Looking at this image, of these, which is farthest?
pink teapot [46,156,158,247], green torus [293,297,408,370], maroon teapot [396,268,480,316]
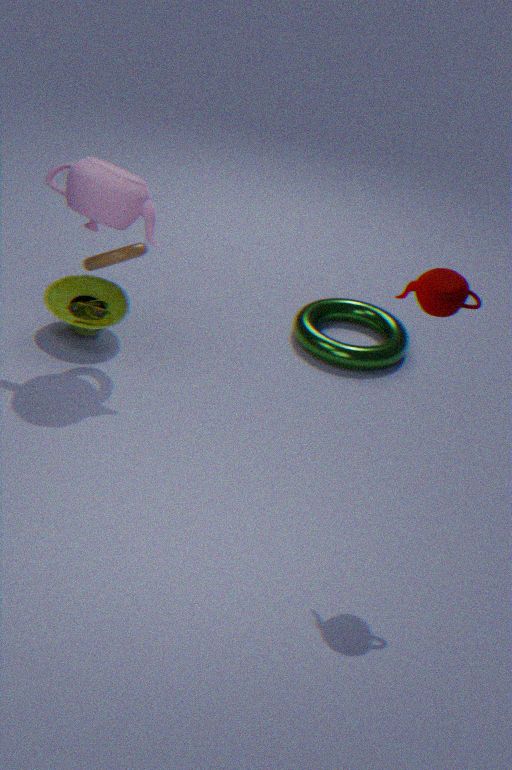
green torus [293,297,408,370]
